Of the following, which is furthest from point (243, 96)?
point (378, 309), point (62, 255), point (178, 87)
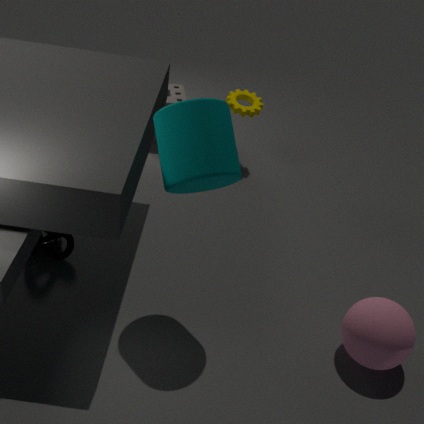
point (378, 309)
